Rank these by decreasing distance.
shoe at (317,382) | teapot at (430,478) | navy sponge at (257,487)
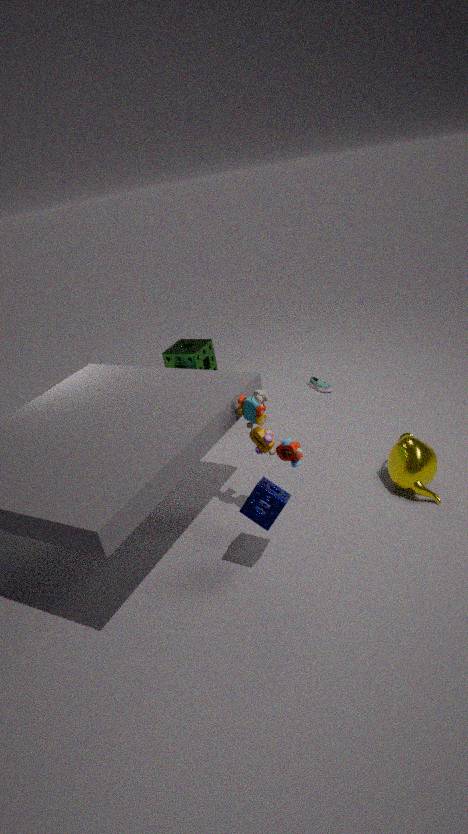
1. shoe at (317,382)
2. teapot at (430,478)
3. navy sponge at (257,487)
